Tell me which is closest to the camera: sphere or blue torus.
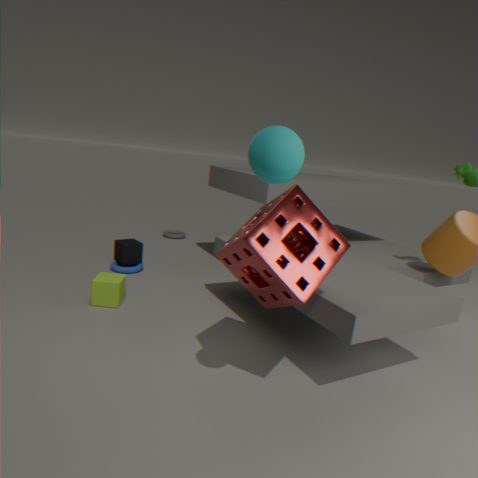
sphere
